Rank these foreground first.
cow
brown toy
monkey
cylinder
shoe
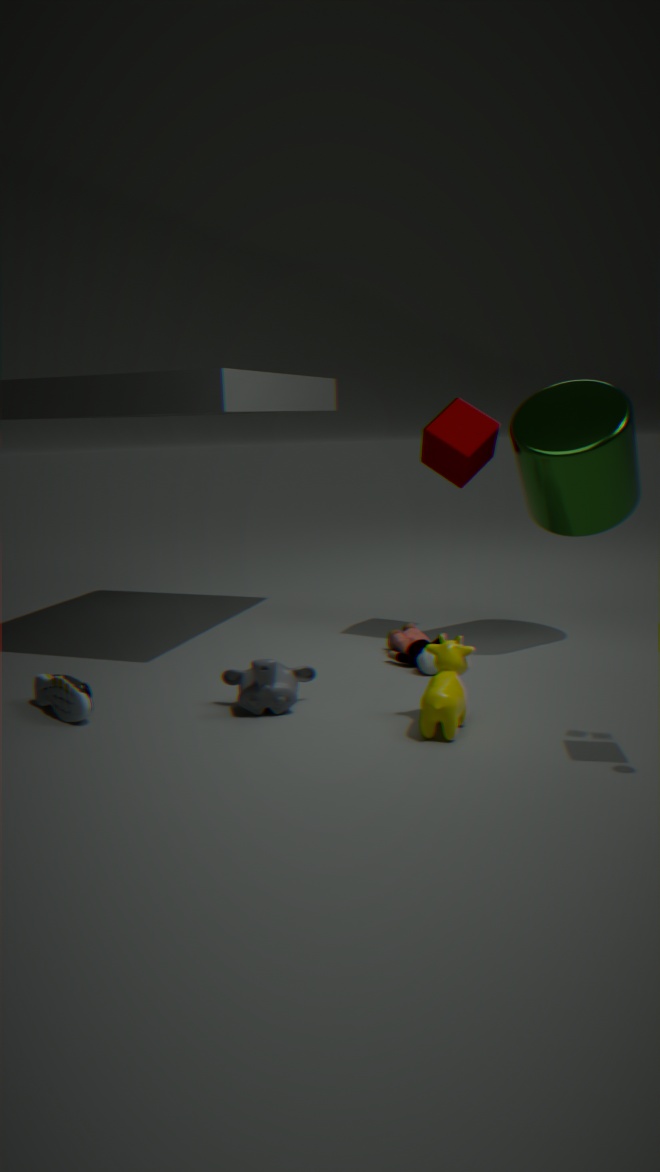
1. cow
2. monkey
3. shoe
4. cylinder
5. brown toy
